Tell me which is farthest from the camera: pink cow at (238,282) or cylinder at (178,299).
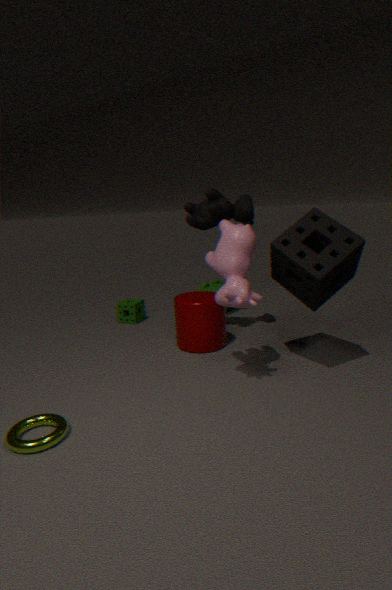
cylinder at (178,299)
